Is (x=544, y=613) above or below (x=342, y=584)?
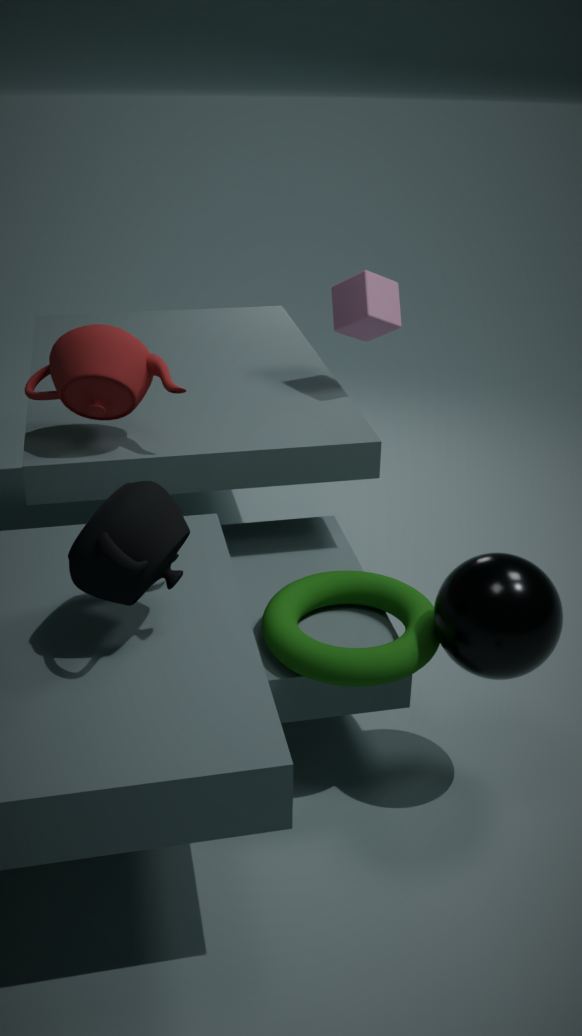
above
